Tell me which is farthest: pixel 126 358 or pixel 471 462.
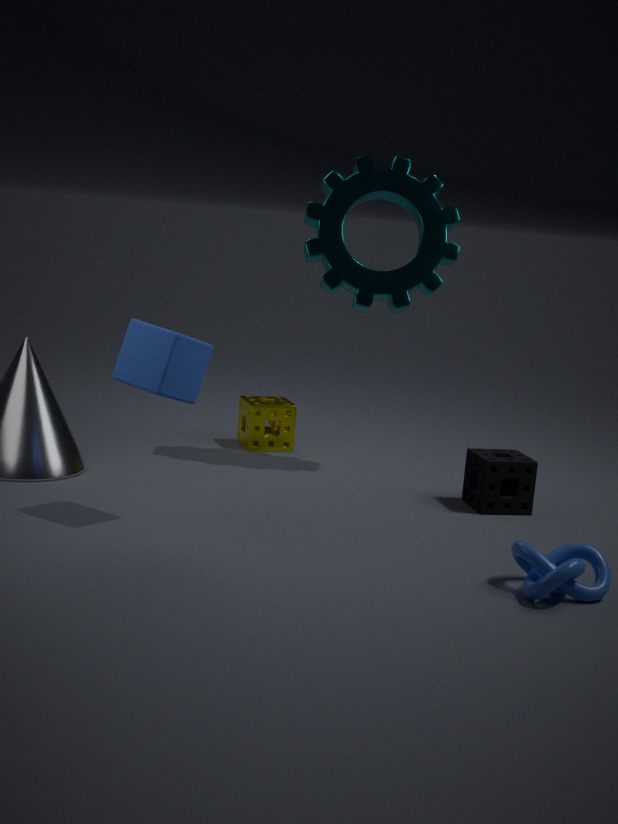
pixel 471 462
